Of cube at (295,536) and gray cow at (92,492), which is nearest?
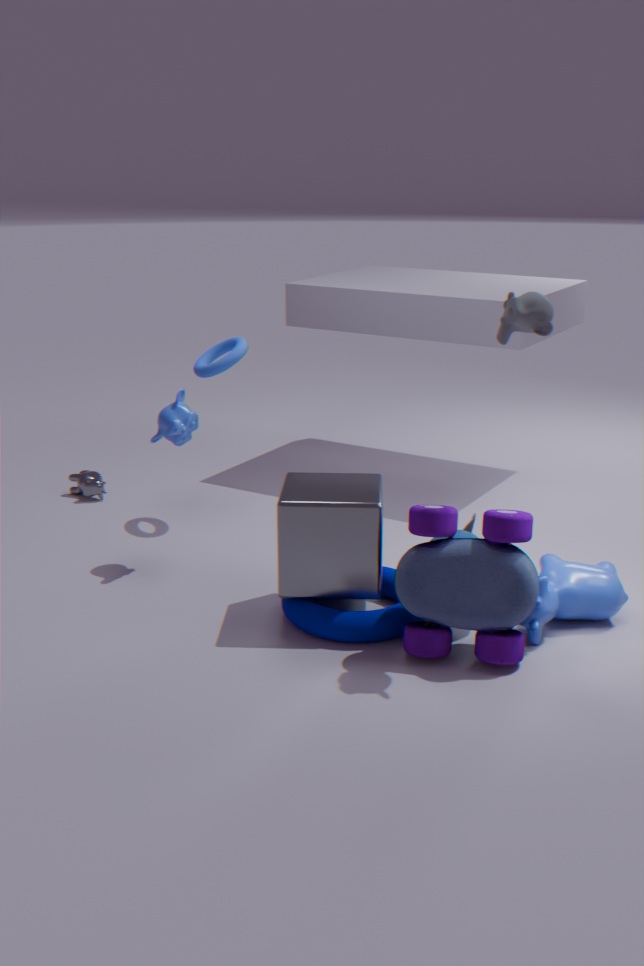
cube at (295,536)
